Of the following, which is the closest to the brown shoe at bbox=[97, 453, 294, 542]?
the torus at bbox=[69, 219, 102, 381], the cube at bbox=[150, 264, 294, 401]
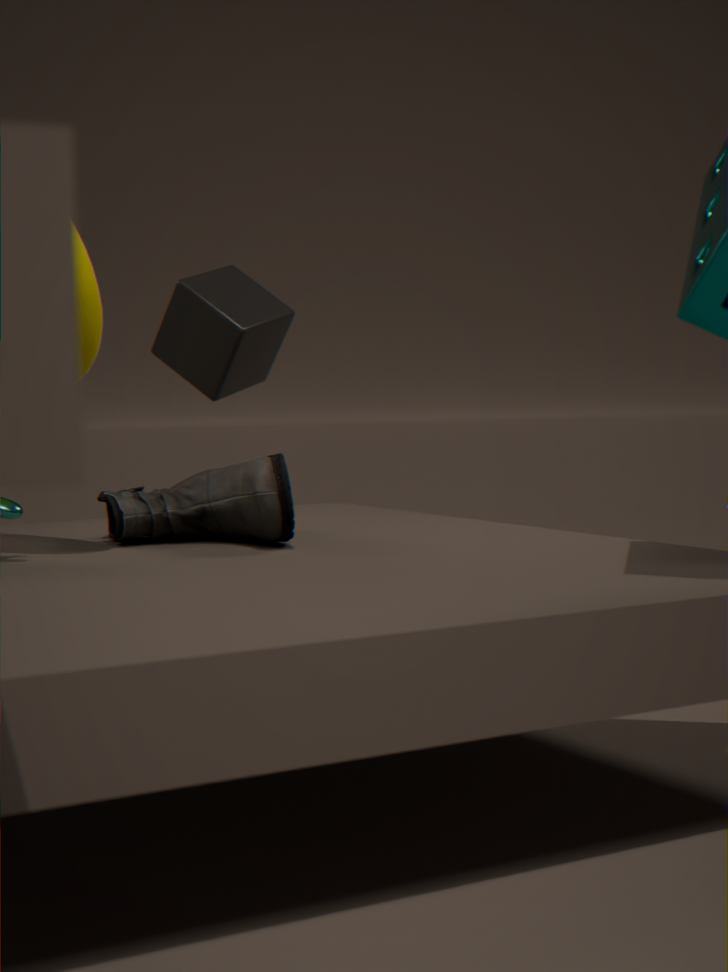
the torus at bbox=[69, 219, 102, 381]
